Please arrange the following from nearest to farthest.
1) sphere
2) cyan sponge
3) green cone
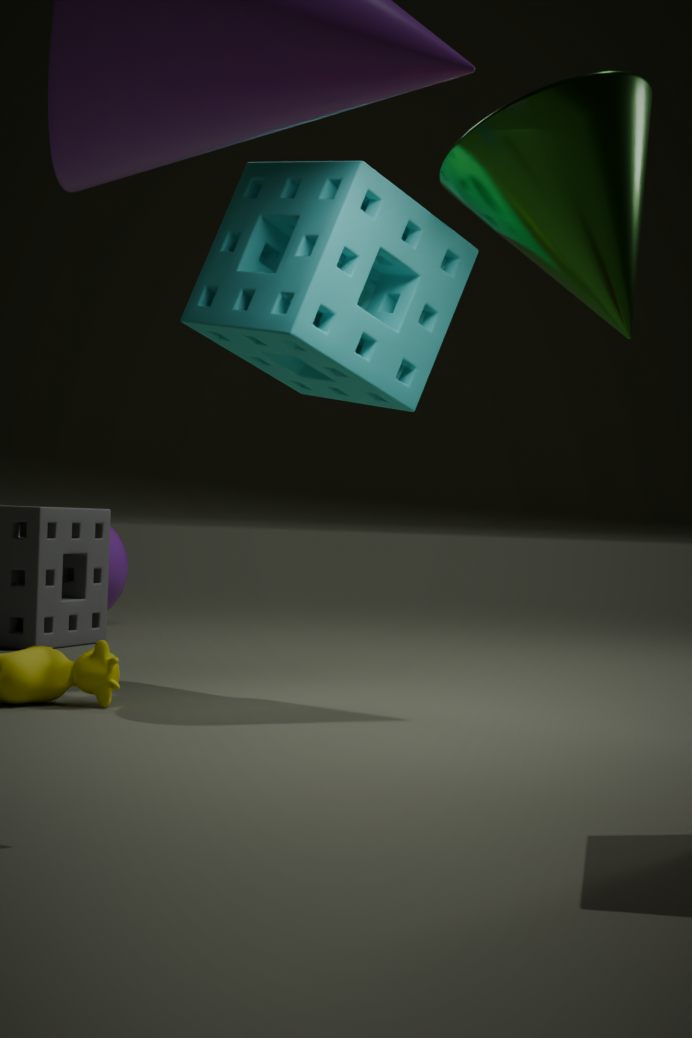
3. green cone
2. cyan sponge
1. sphere
